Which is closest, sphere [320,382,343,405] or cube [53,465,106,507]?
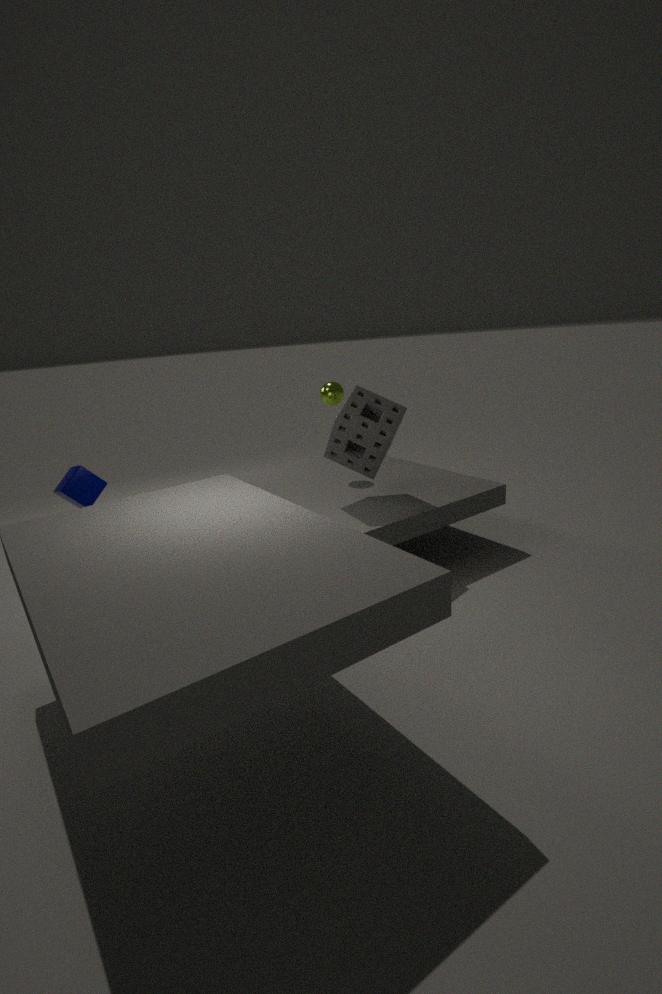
cube [53,465,106,507]
